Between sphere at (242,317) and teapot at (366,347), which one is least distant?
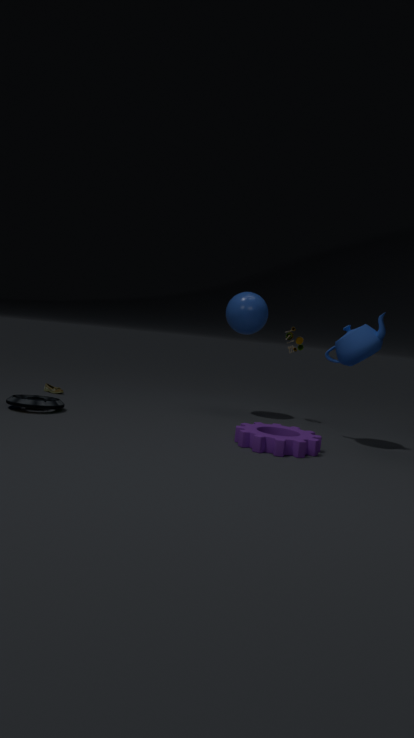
teapot at (366,347)
